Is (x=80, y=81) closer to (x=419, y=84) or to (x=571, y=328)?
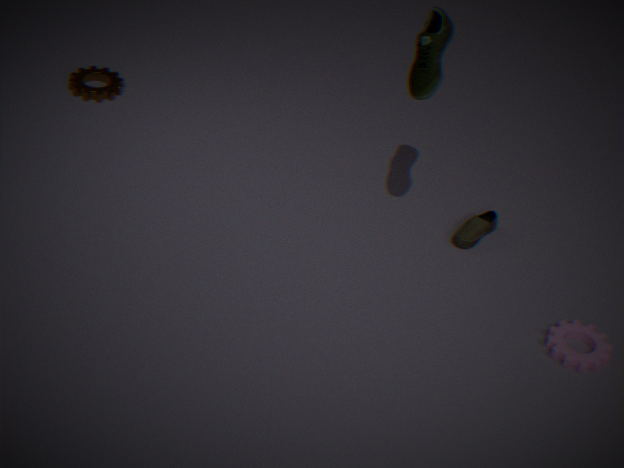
(x=419, y=84)
